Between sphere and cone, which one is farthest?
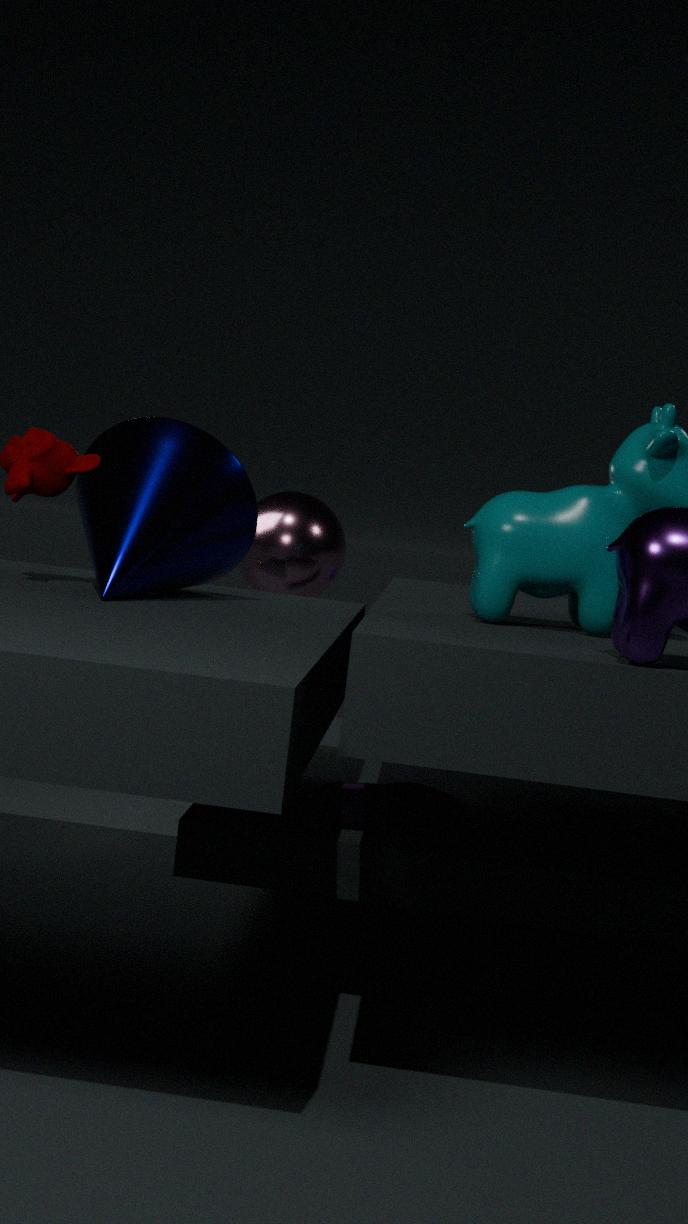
sphere
